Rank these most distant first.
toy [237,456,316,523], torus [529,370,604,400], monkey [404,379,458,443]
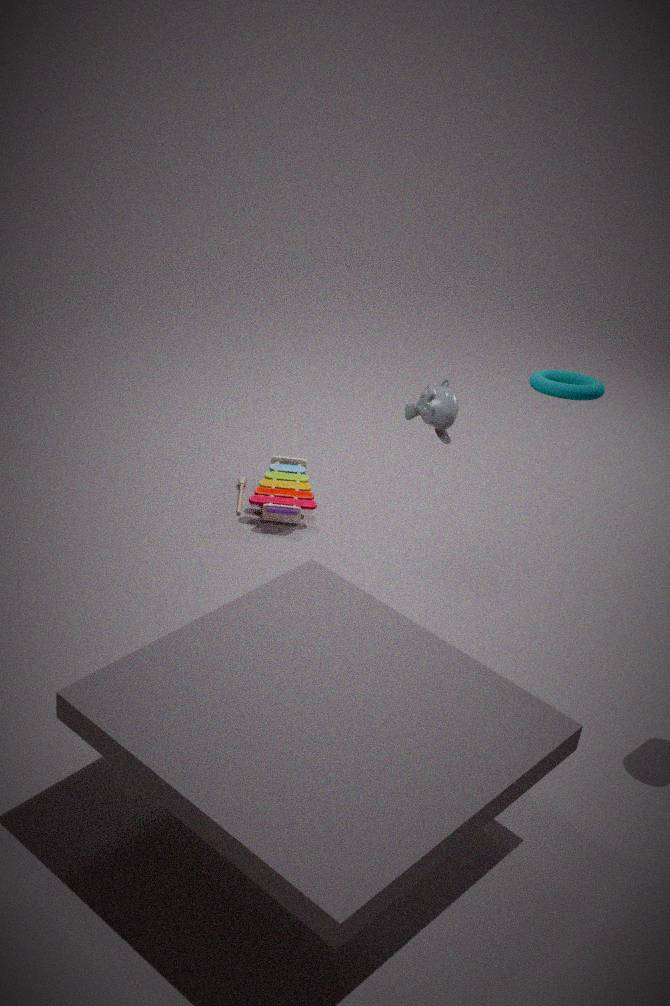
toy [237,456,316,523] → monkey [404,379,458,443] → torus [529,370,604,400]
